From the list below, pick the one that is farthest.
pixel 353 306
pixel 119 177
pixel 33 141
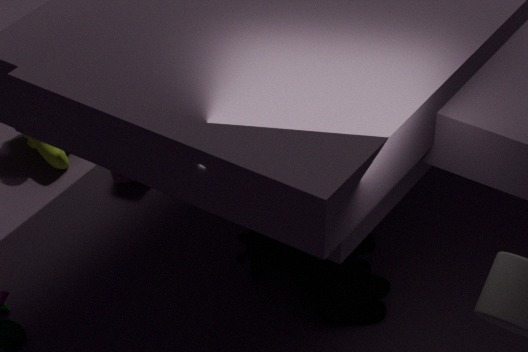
pixel 33 141
